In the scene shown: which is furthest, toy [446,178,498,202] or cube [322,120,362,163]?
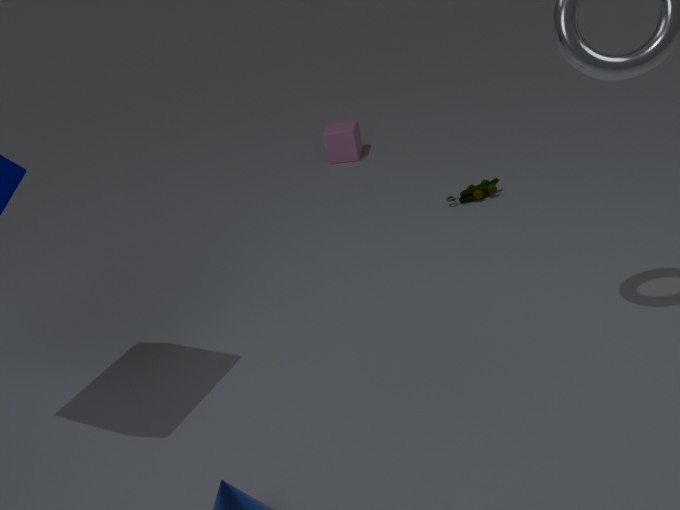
cube [322,120,362,163]
